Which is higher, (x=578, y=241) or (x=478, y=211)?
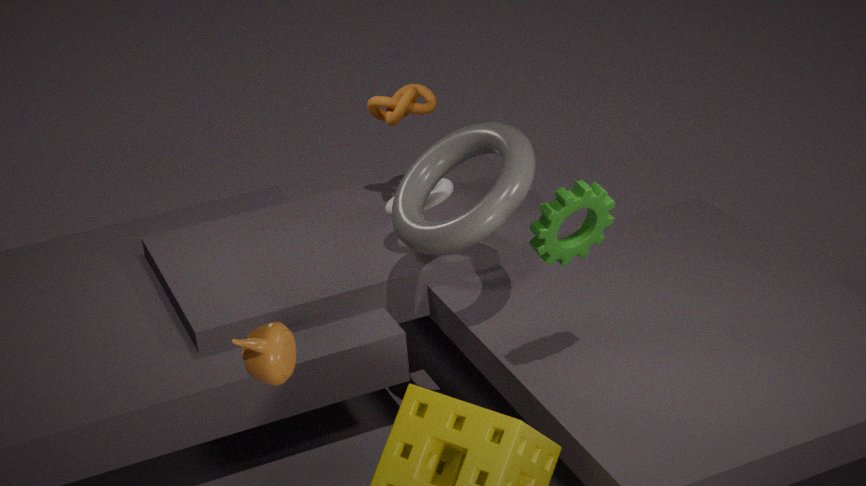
(x=578, y=241)
